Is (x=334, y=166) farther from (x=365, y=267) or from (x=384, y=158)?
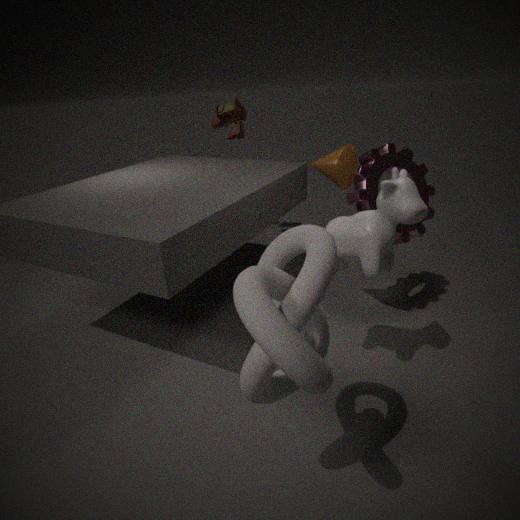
(x=365, y=267)
